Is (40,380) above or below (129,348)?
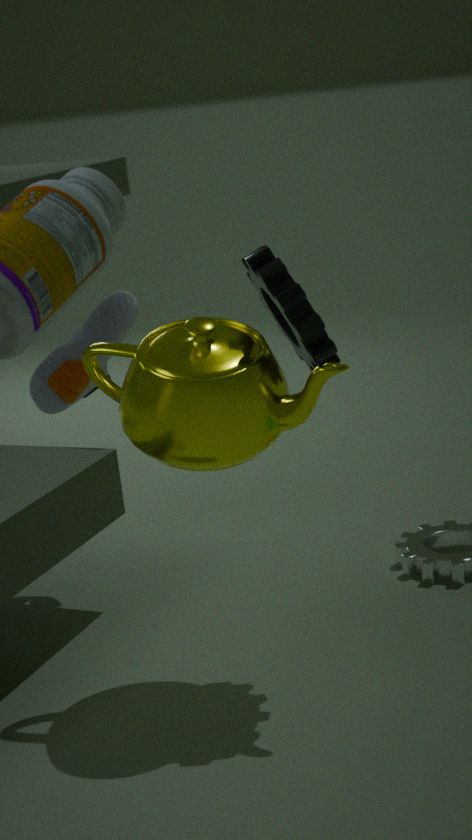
below
